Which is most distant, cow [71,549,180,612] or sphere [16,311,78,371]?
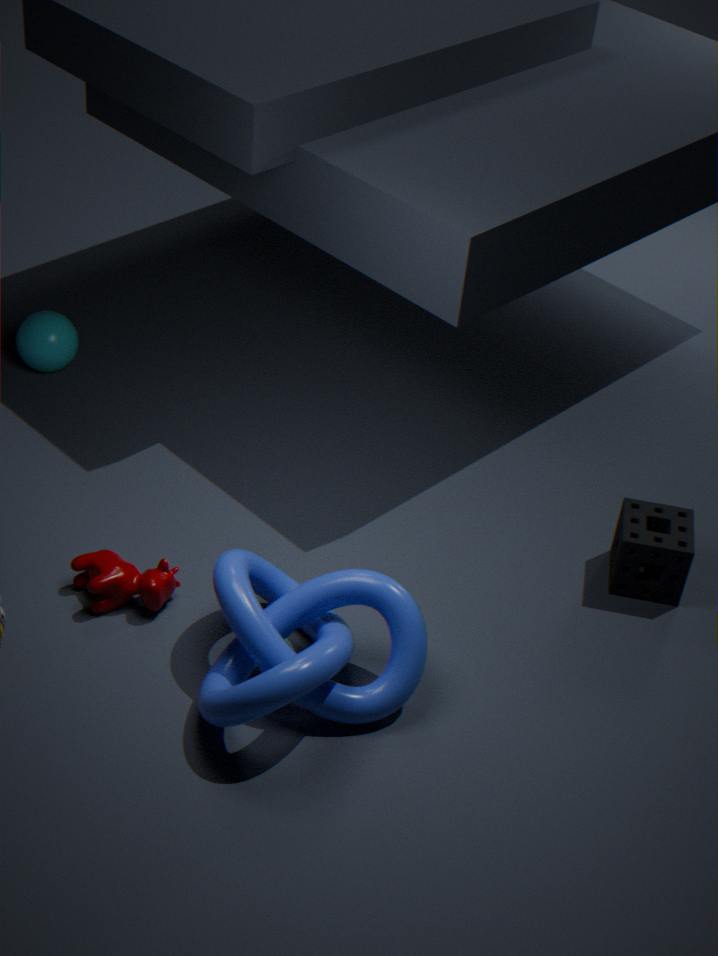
sphere [16,311,78,371]
